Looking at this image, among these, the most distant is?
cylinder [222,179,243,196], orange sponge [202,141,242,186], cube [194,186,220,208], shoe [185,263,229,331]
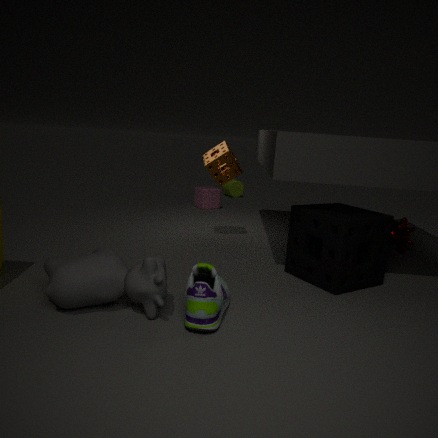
cylinder [222,179,243,196]
